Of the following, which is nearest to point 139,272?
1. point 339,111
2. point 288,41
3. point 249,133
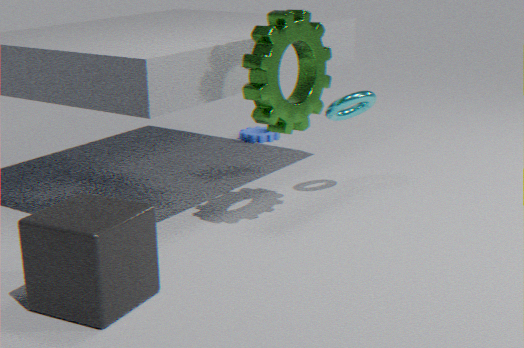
point 288,41
